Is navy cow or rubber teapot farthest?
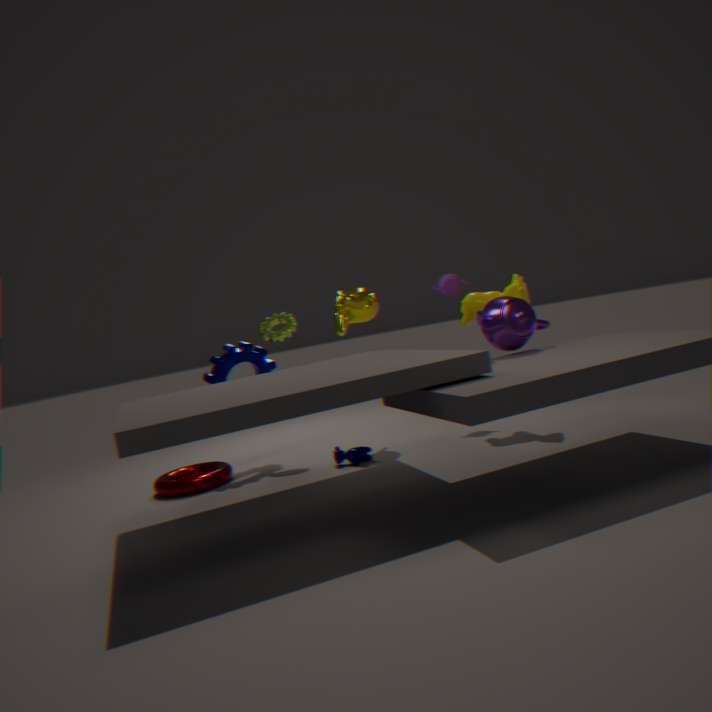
rubber teapot
